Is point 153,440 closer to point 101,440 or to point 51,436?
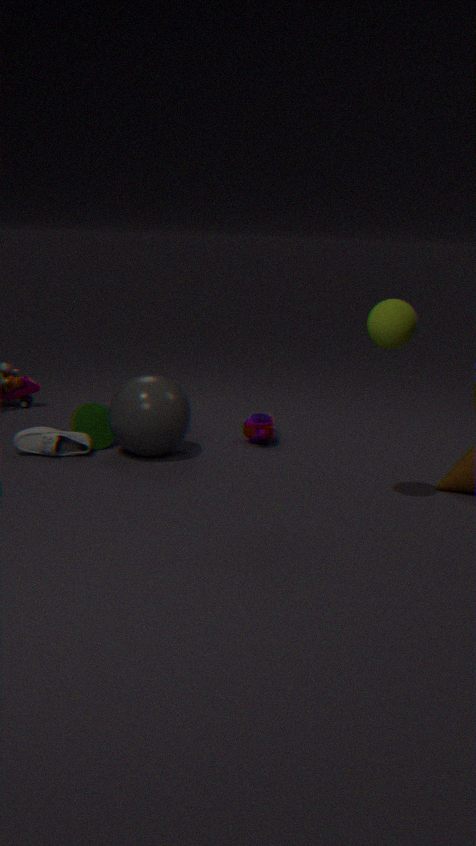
point 101,440
